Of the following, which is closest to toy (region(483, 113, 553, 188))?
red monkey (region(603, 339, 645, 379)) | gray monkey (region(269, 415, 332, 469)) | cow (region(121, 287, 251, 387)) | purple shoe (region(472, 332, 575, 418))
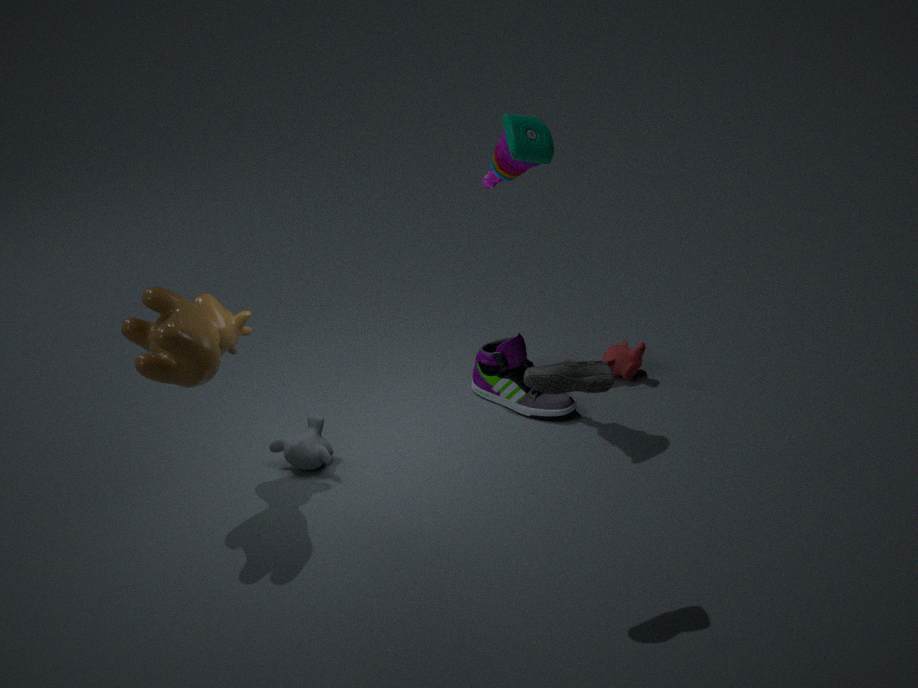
purple shoe (region(472, 332, 575, 418))
